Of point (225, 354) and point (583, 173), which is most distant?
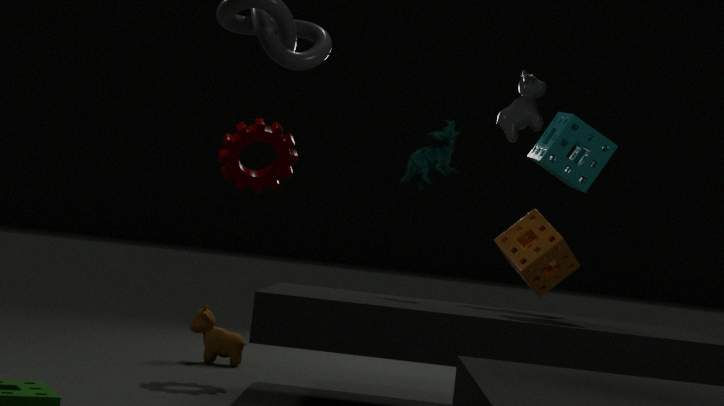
point (225, 354)
